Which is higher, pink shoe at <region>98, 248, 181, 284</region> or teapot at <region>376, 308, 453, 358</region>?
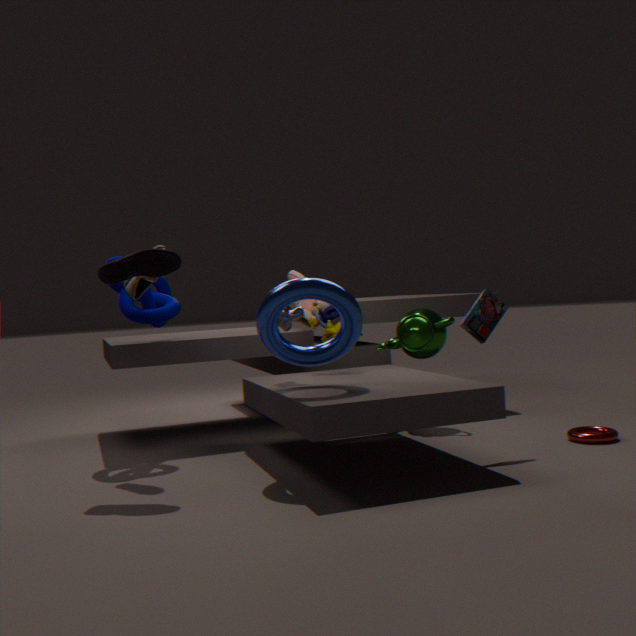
pink shoe at <region>98, 248, 181, 284</region>
